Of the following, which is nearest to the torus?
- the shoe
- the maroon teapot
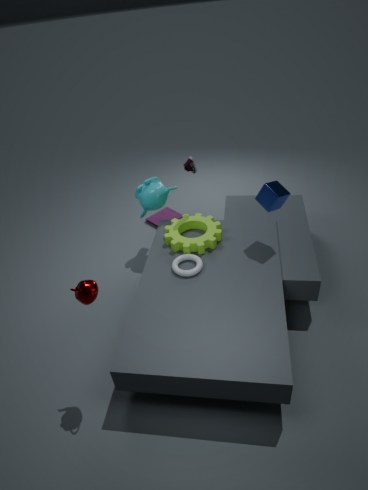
the shoe
